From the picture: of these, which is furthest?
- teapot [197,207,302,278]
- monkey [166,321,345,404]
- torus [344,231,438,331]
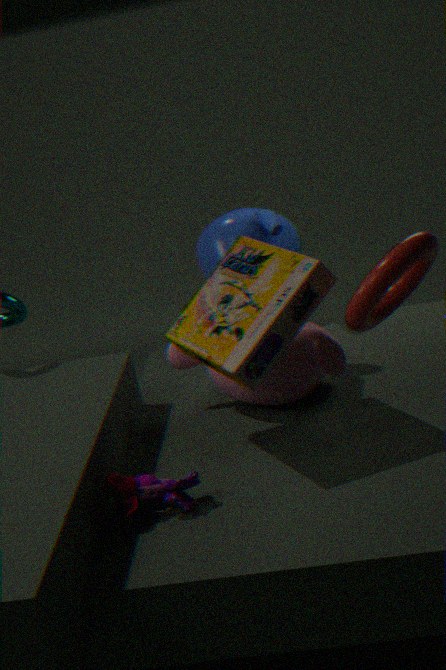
teapot [197,207,302,278]
